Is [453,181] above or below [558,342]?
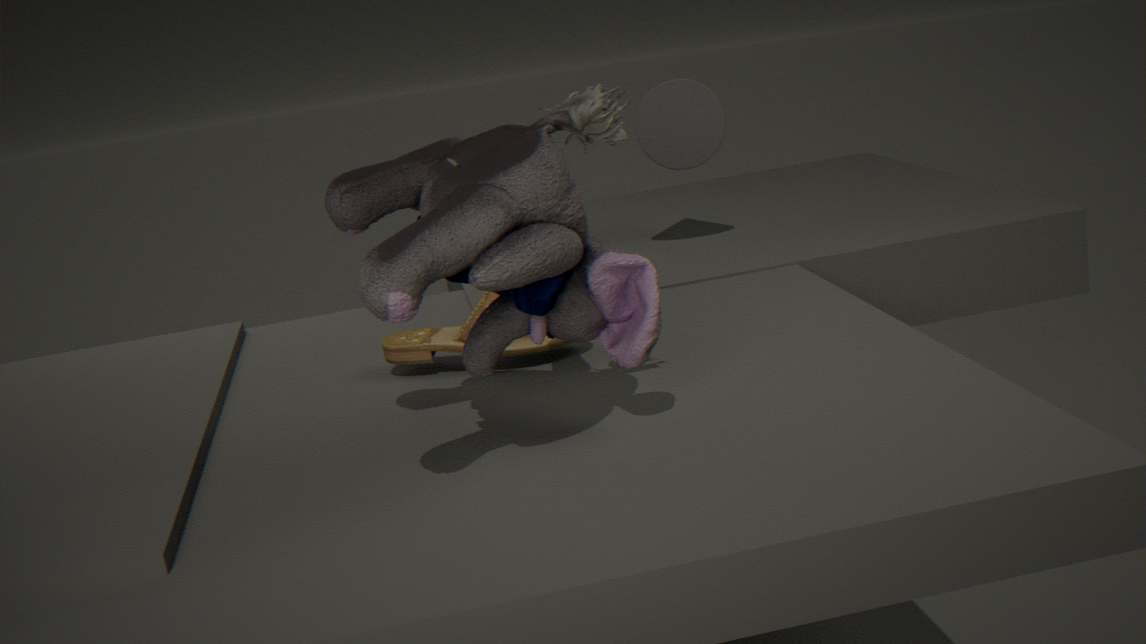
above
